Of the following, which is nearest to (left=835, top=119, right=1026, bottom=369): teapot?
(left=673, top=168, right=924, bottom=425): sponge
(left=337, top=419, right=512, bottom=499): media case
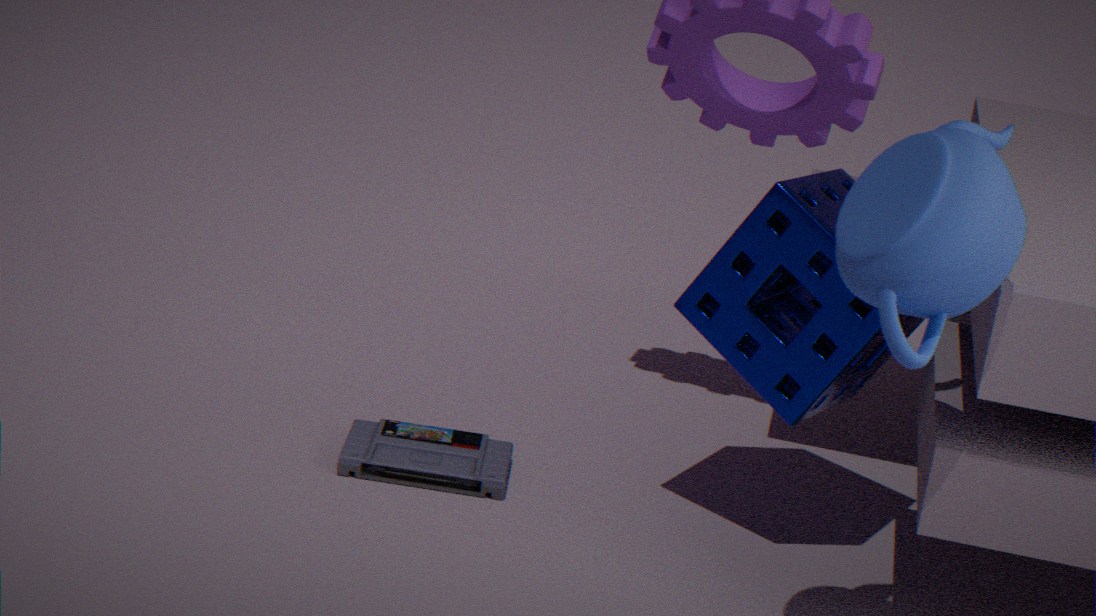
(left=673, top=168, right=924, bottom=425): sponge
